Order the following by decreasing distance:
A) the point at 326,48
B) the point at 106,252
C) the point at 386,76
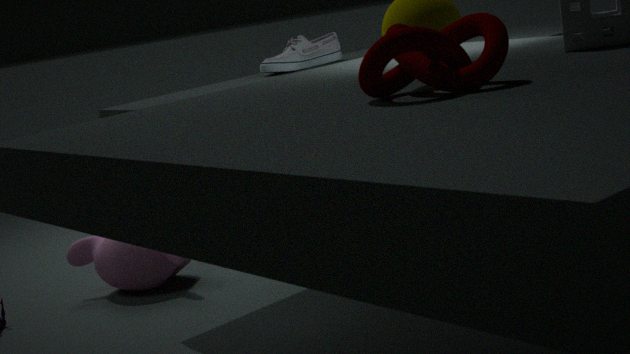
the point at 106,252, the point at 326,48, the point at 386,76
